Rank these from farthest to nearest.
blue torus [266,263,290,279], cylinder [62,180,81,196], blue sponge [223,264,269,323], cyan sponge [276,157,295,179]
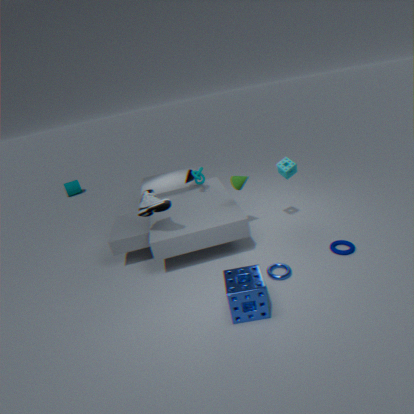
cylinder [62,180,81,196]
cyan sponge [276,157,295,179]
blue torus [266,263,290,279]
blue sponge [223,264,269,323]
